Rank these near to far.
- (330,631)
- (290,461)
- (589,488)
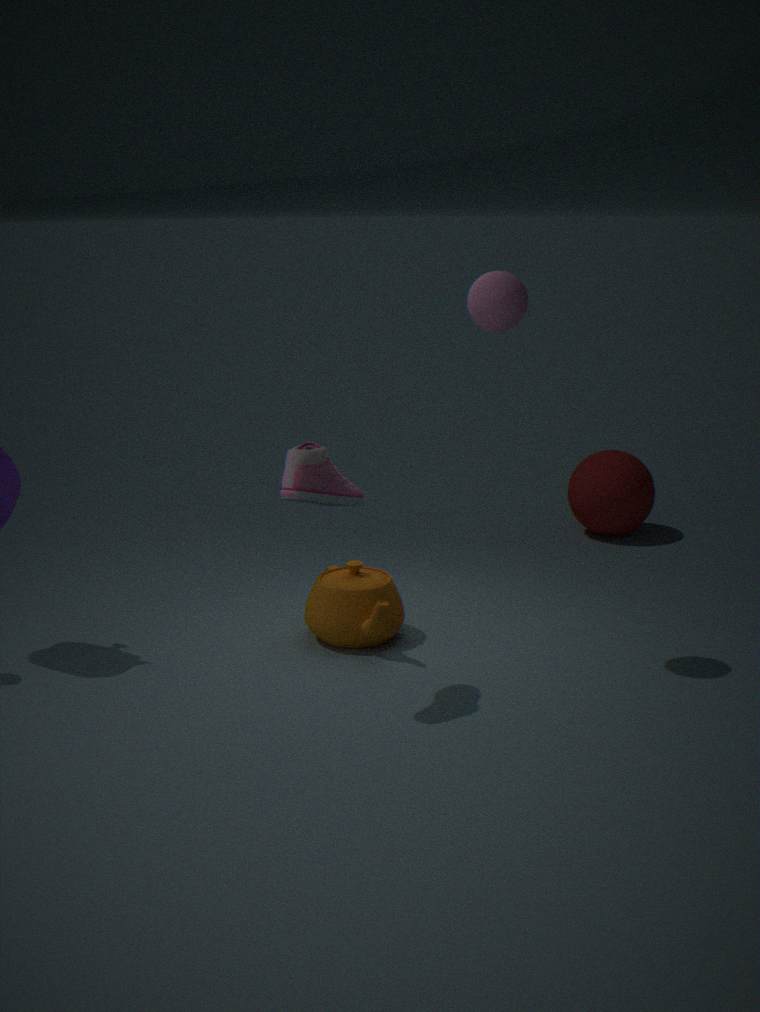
(290,461)
(330,631)
(589,488)
